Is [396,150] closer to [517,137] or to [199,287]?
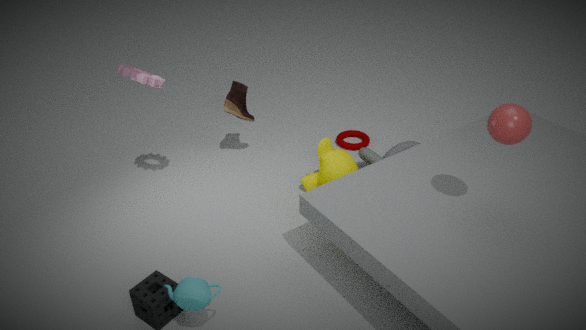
[517,137]
